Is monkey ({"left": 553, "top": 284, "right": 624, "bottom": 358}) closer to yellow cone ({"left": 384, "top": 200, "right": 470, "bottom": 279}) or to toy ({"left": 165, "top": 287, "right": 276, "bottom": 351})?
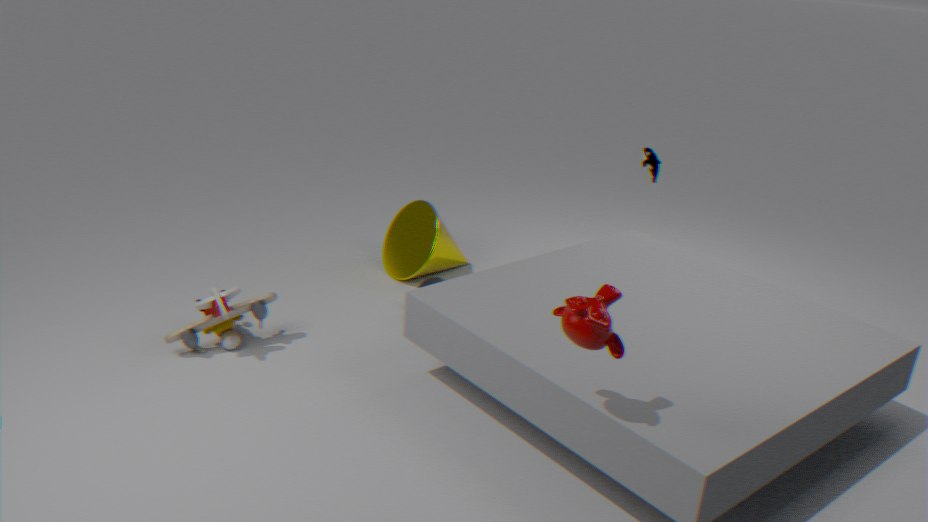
toy ({"left": 165, "top": 287, "right": 276, "bottom": 351})
